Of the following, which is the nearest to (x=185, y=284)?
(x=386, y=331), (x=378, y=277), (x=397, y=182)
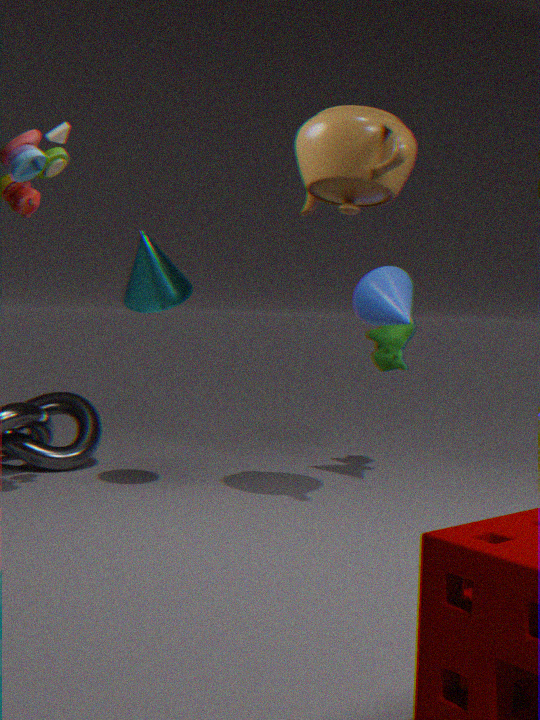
(x=397, y=182)
